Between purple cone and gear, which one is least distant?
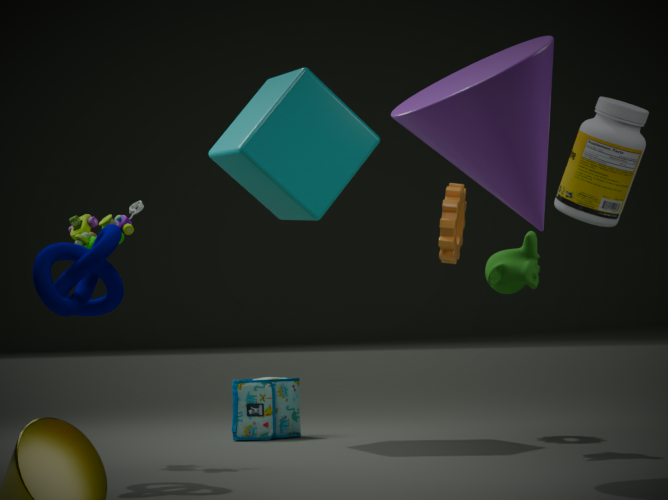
purple cone
